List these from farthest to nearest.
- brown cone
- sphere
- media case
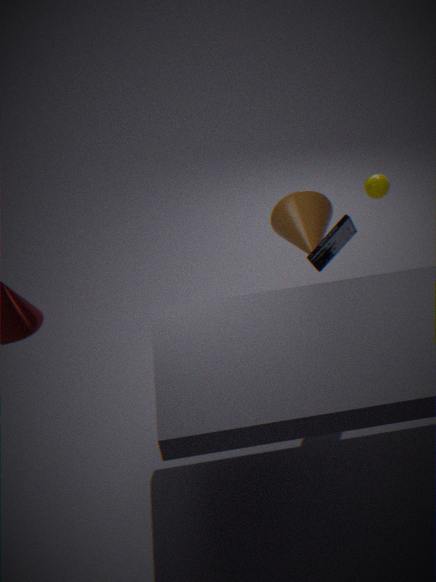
sphere → brown cone → media case
